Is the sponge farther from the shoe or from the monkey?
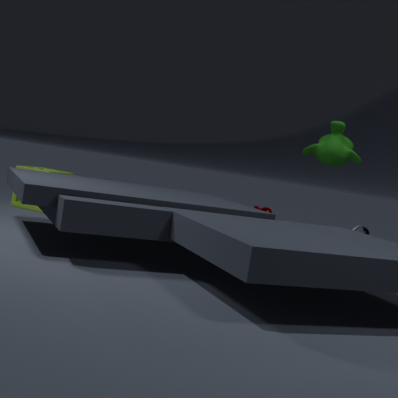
the shoe
